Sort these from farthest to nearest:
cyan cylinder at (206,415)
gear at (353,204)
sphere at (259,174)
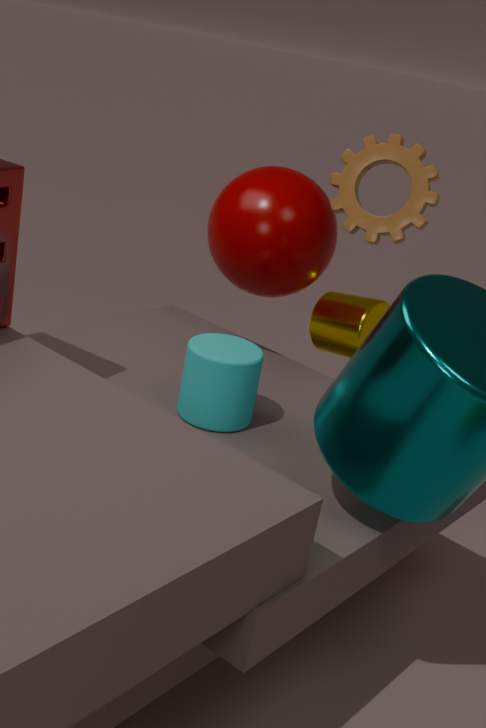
sphere at (259,174) → gear at (353,204) → cyan cylinder at (206,415)
